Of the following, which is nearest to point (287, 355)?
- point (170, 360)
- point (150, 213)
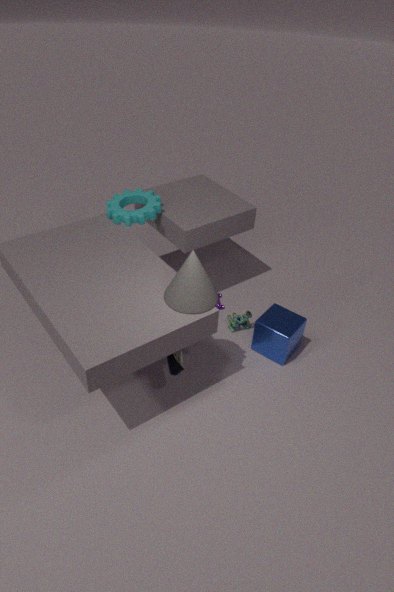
point (170, 360)
